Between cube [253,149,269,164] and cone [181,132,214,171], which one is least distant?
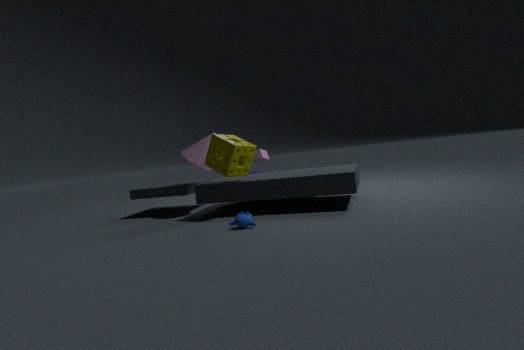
cone [181,132,214,171]
